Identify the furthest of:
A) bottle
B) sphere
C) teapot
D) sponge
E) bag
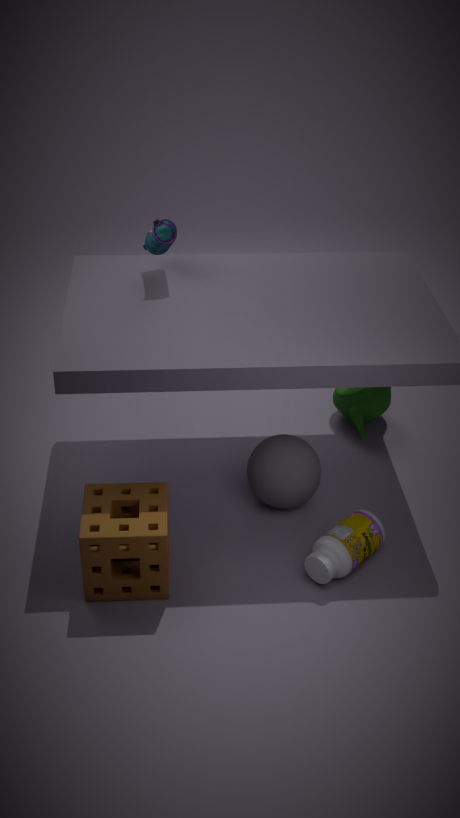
teapot
